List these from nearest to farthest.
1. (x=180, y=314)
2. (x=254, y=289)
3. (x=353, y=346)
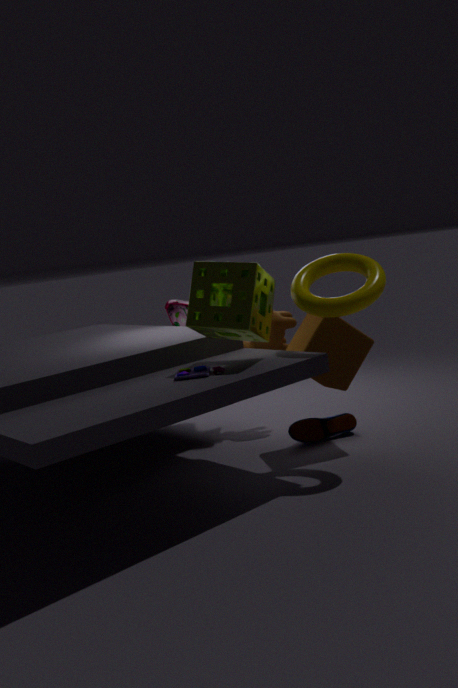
(x=254, y=289) < (x=353, y=346) < (x=180, y=314)
